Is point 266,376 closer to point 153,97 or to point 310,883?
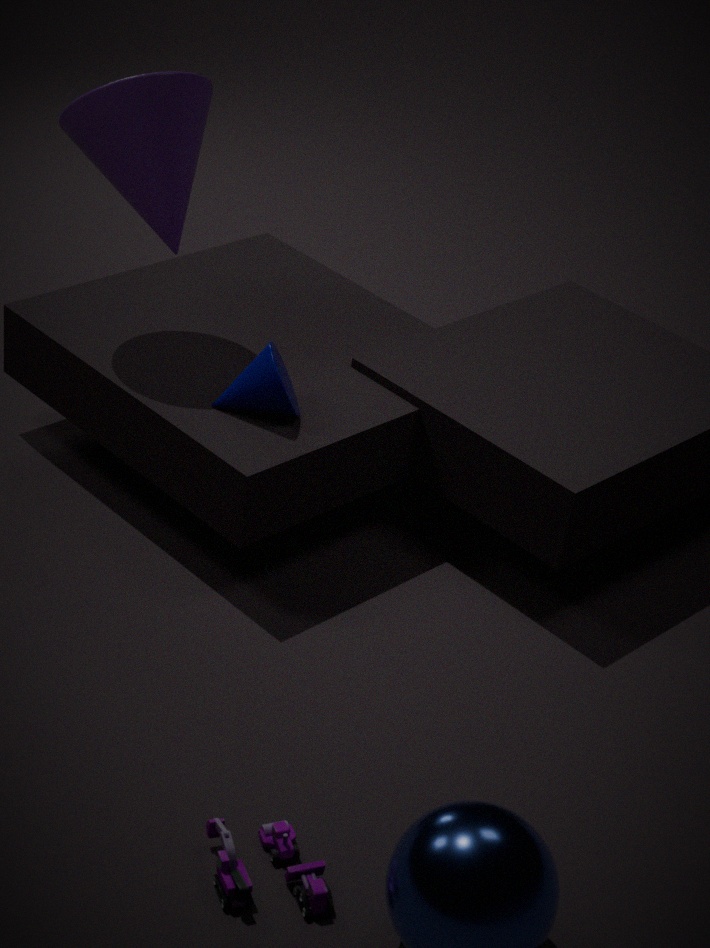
point 153,97
